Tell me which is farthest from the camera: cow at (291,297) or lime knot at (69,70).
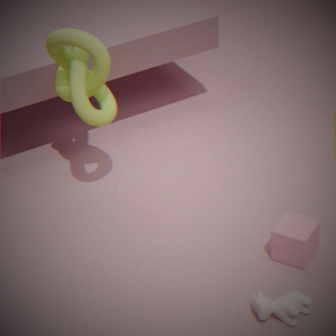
lime knot at (69,70)
